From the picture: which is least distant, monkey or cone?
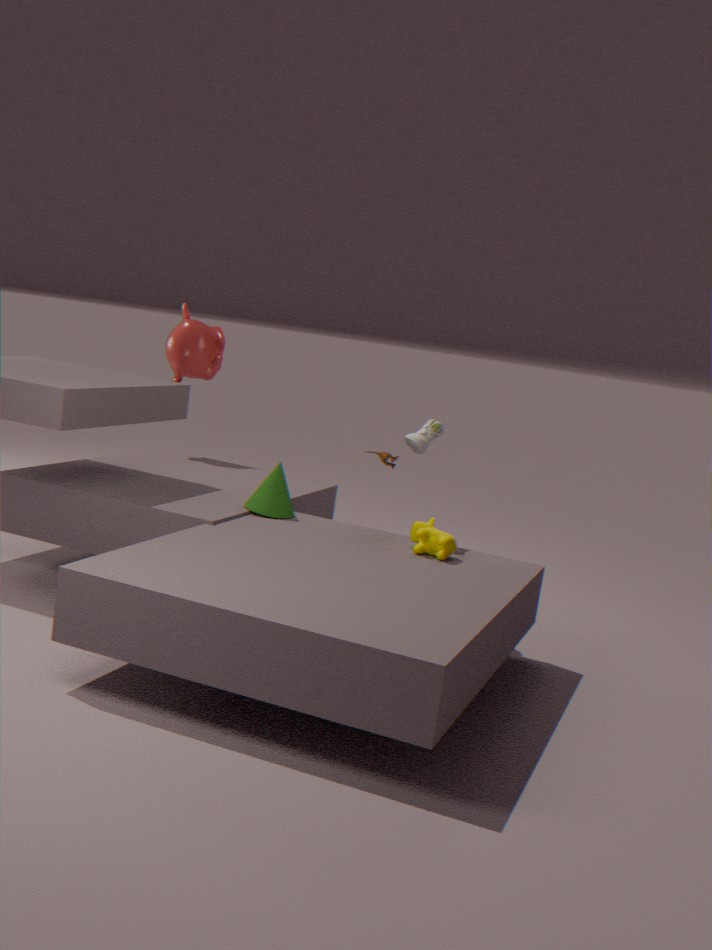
cone
